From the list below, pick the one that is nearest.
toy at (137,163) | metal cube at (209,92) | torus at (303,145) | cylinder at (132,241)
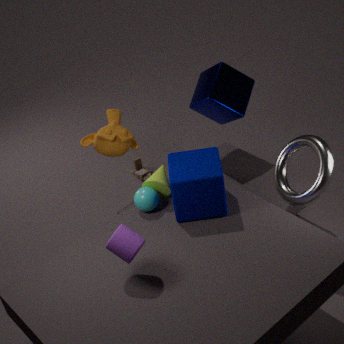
cylinder at (132,241)
